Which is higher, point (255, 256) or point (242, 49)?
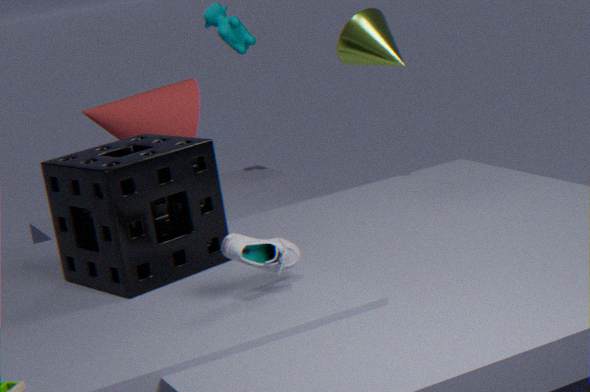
point (242, 49)
